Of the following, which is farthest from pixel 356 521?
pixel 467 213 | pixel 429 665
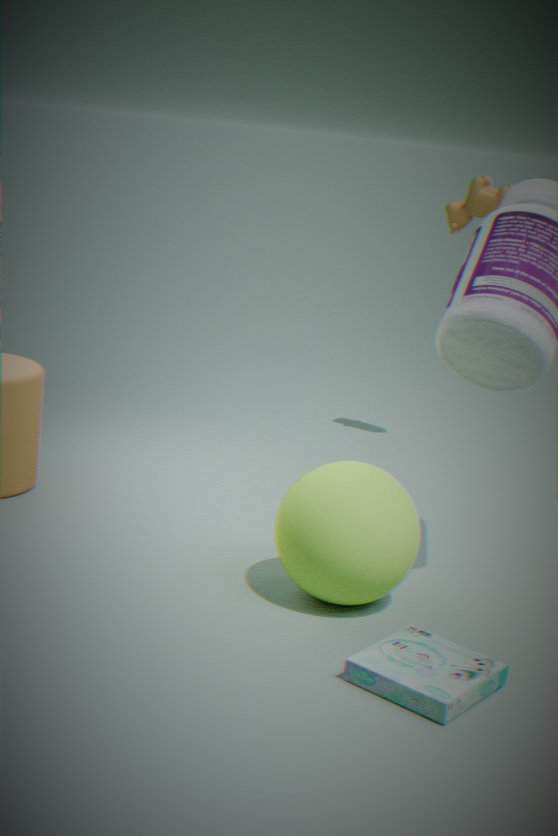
pixel 467 213
